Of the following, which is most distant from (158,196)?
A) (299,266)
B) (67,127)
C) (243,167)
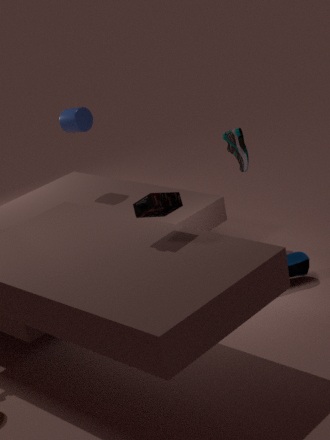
(67,127)
